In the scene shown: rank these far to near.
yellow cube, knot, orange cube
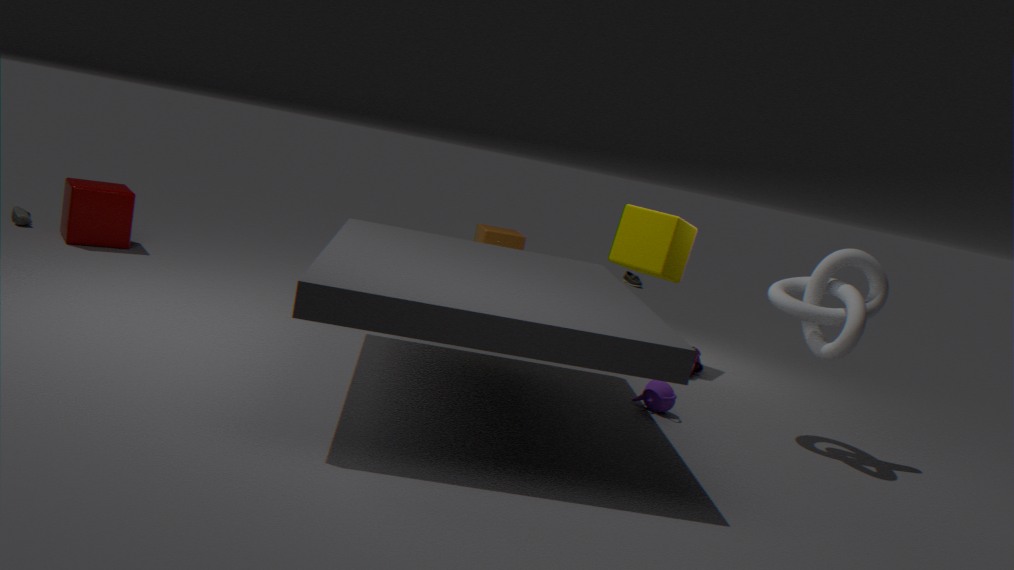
orange cube → yellow cube → knot
